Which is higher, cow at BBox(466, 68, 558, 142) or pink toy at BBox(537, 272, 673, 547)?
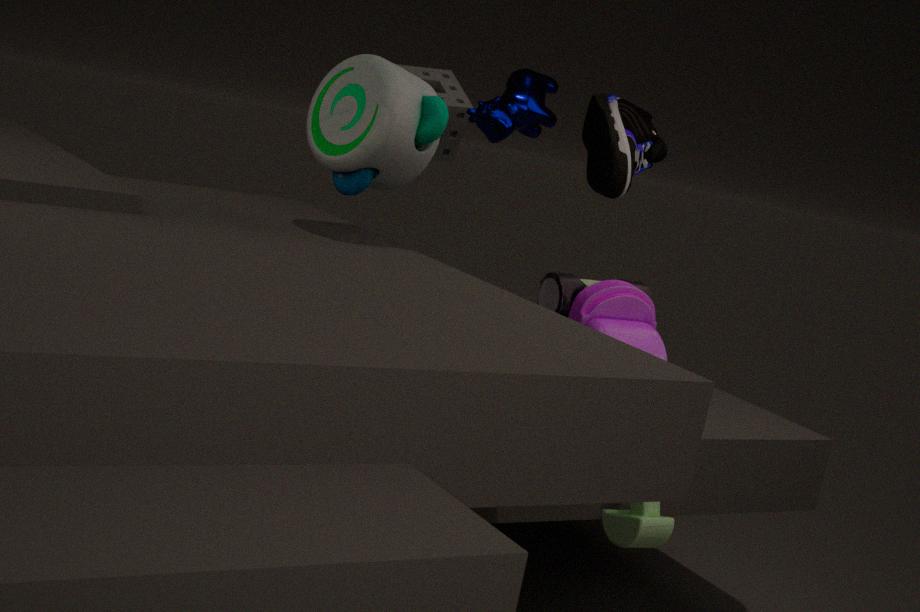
cow at BBox(466, 68, 558, 142)
